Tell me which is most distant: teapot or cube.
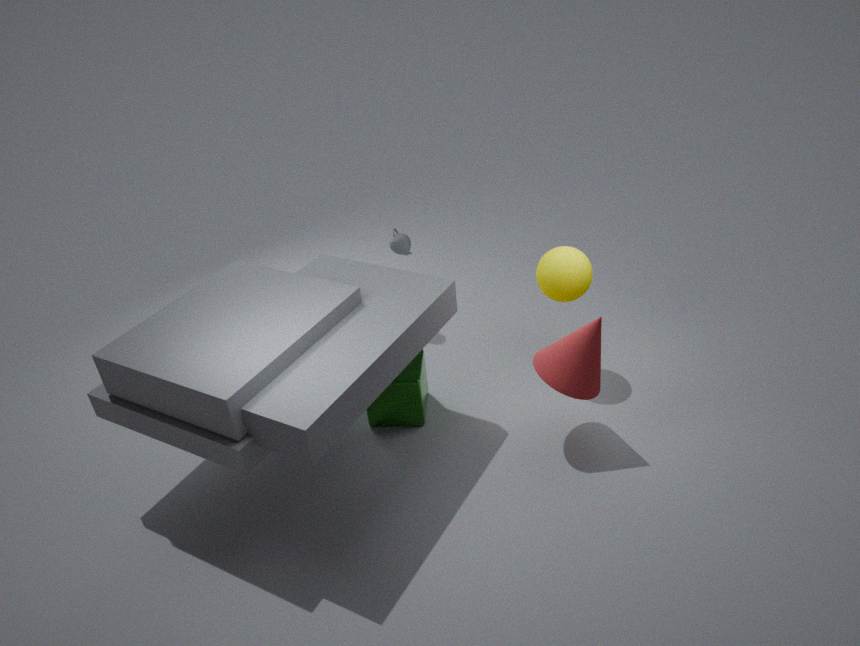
teapot
